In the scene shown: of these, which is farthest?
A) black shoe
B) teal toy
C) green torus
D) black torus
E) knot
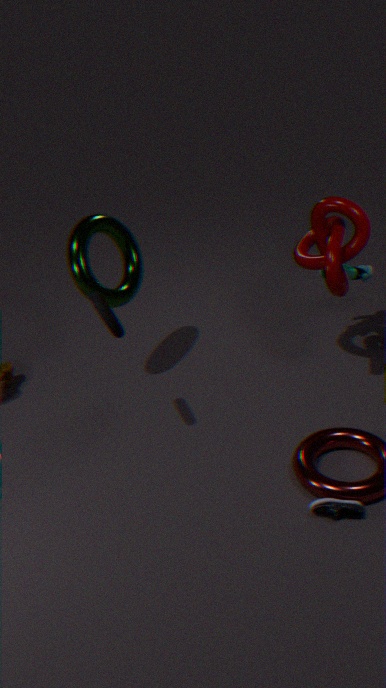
teal toy
